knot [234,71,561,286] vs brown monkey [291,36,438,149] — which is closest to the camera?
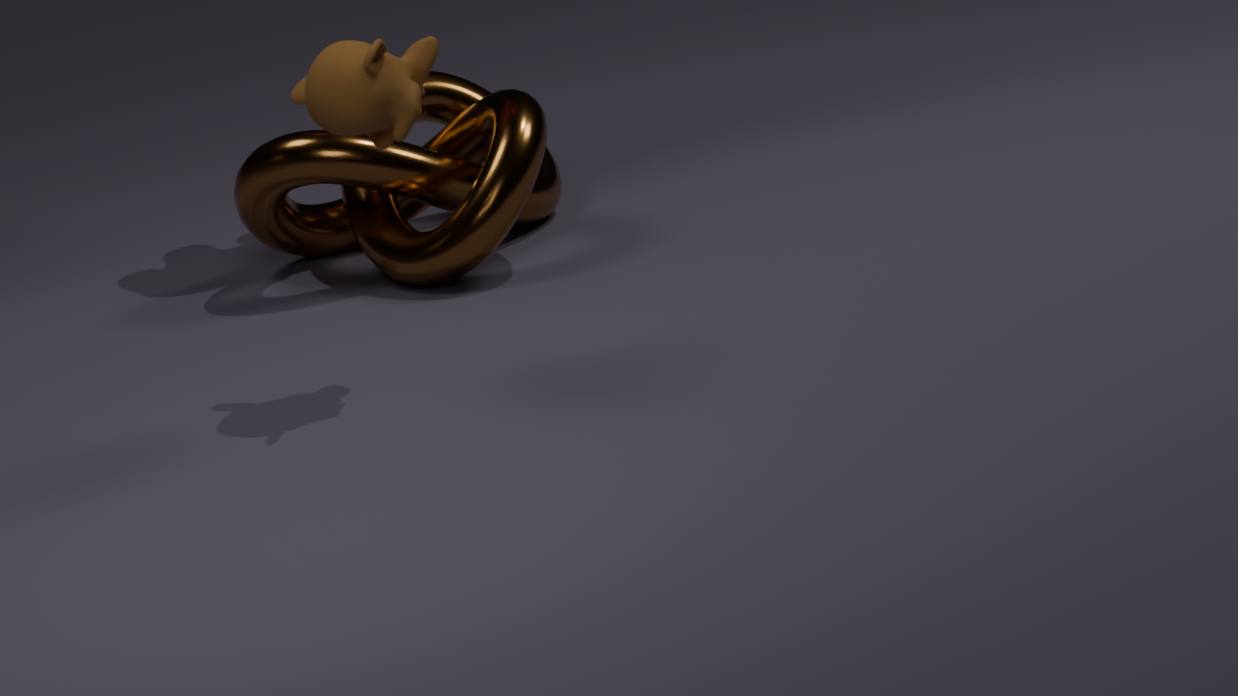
brown monkey [291,36,438,149]
